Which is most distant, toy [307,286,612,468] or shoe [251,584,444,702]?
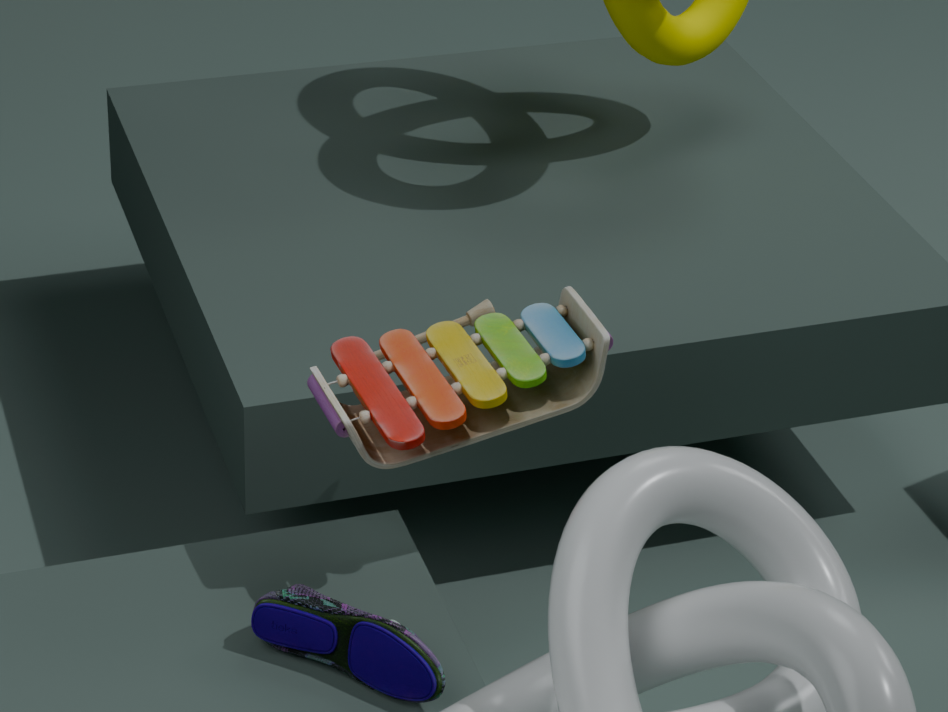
toy [307,286,612,468]
